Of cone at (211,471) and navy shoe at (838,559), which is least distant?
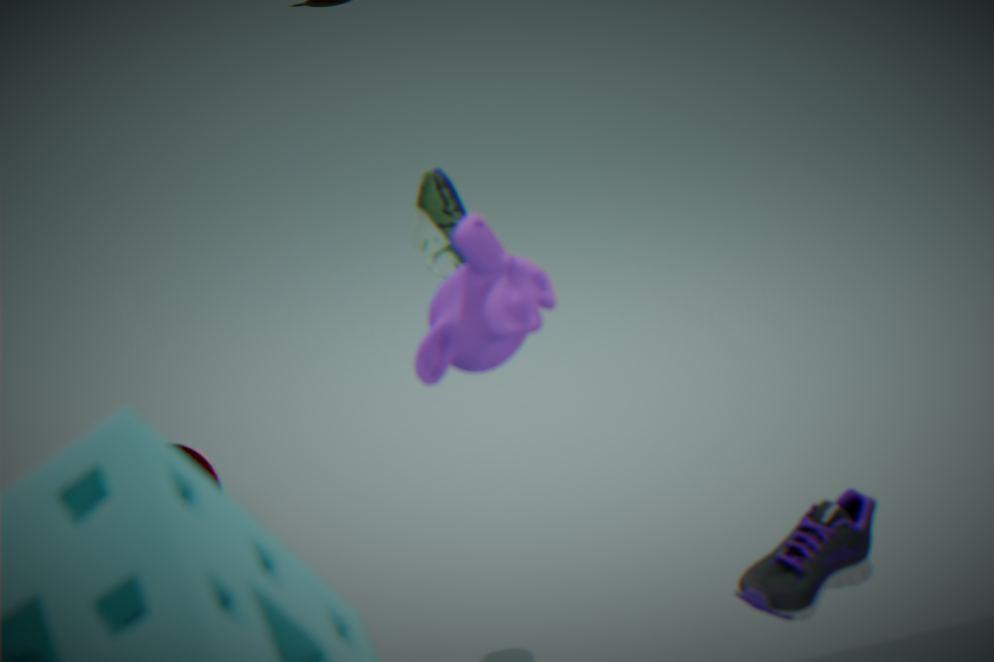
cone at (211,471)
